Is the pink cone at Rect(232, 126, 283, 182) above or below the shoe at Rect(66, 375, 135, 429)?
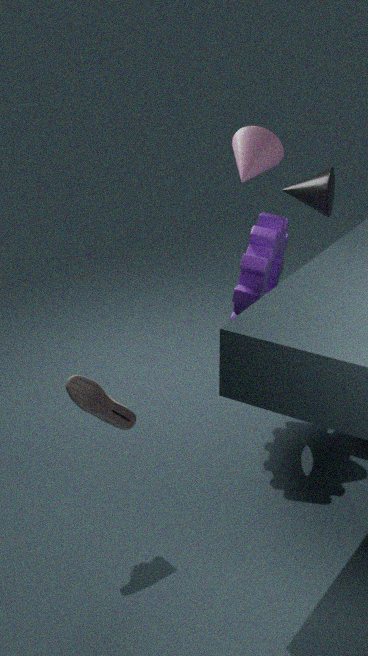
above
